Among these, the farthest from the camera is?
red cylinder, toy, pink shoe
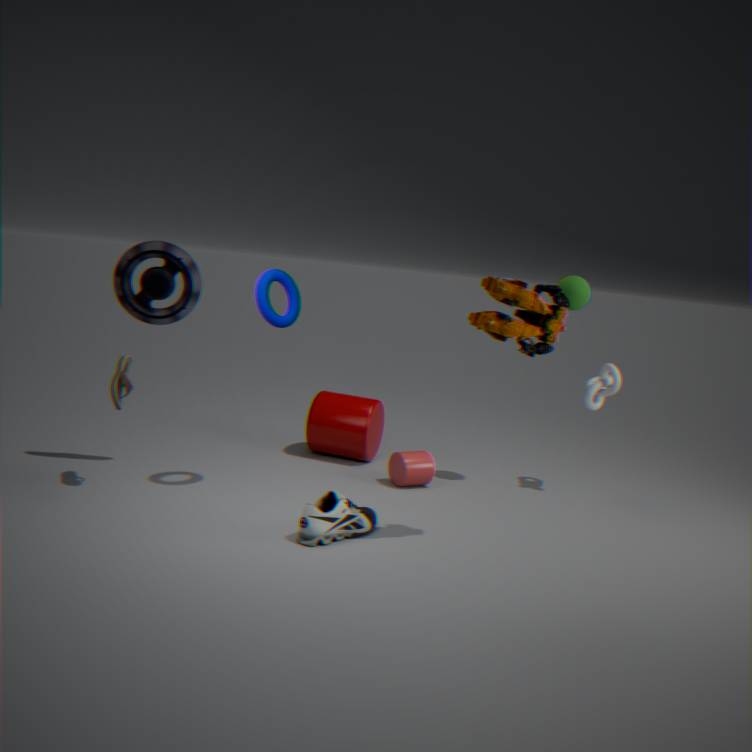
red cylinder
